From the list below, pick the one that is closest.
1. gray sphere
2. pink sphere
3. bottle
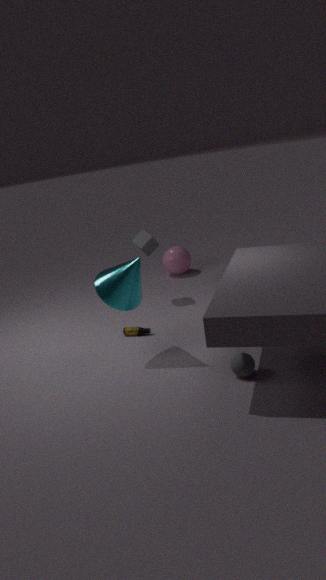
gray sphere
